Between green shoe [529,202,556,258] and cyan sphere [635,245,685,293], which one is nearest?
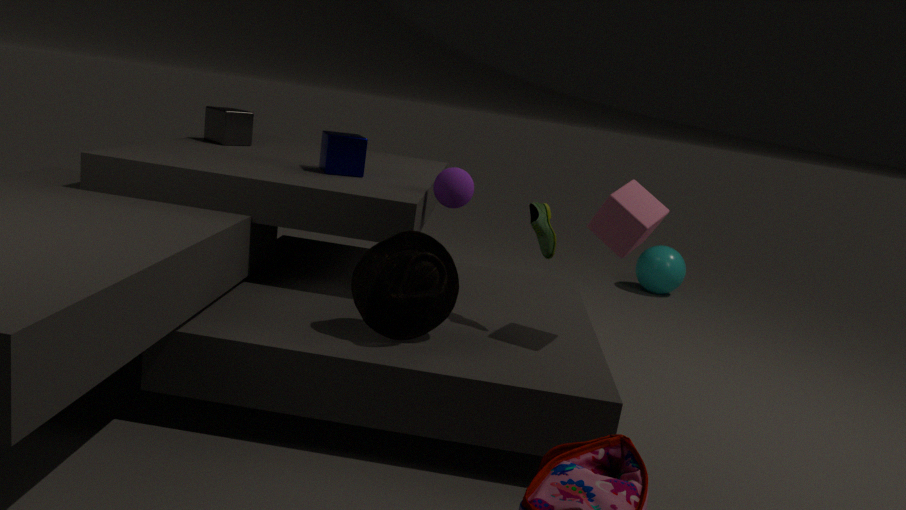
green shoe [529,202,556,258]
